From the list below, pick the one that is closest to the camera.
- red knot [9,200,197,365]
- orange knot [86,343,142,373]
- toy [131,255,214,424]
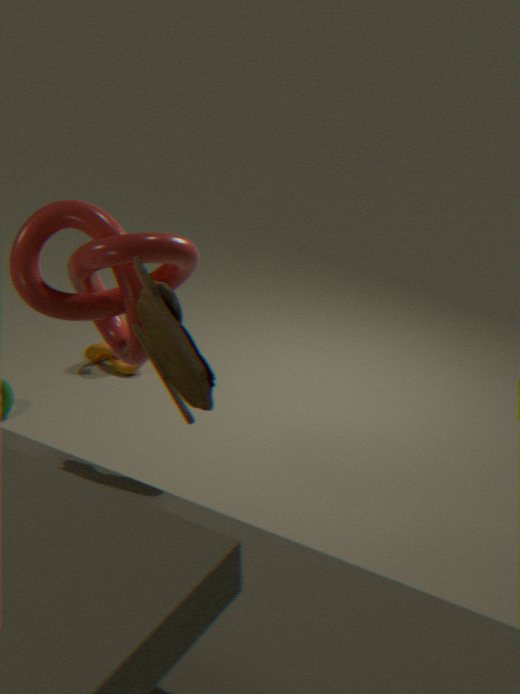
toy [131,255,214,424]
